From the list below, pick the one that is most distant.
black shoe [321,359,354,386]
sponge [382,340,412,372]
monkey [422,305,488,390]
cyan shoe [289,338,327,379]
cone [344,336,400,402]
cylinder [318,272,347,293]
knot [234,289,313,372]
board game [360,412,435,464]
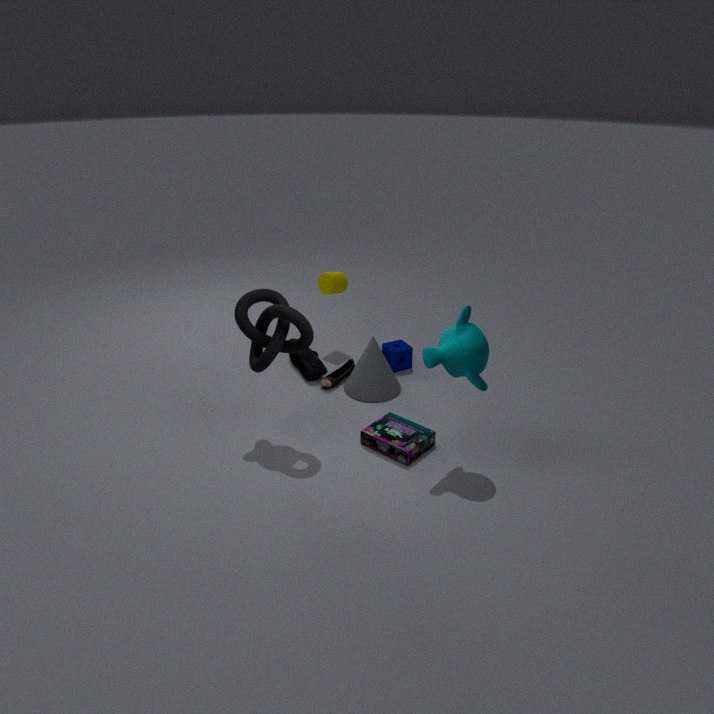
cylinder [318,272,347,293]
